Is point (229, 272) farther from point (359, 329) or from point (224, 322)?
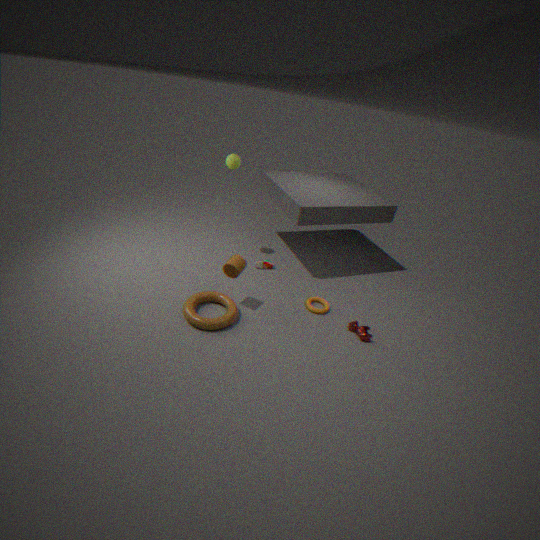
point (359, 329)
